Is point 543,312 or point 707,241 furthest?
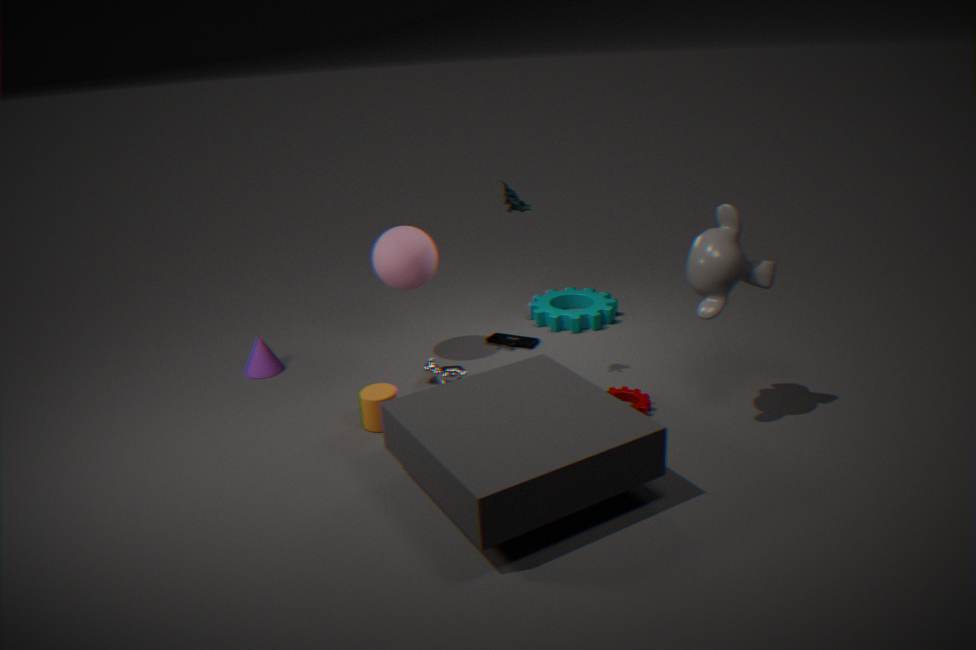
point 543,312
